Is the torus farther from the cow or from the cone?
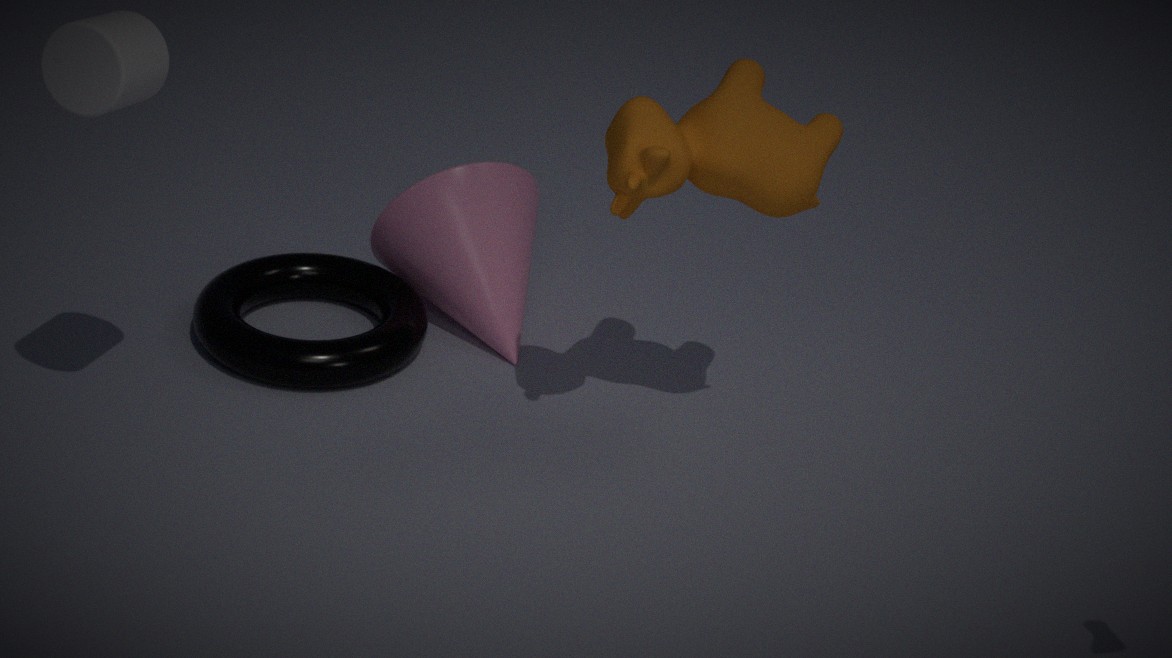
the cow
